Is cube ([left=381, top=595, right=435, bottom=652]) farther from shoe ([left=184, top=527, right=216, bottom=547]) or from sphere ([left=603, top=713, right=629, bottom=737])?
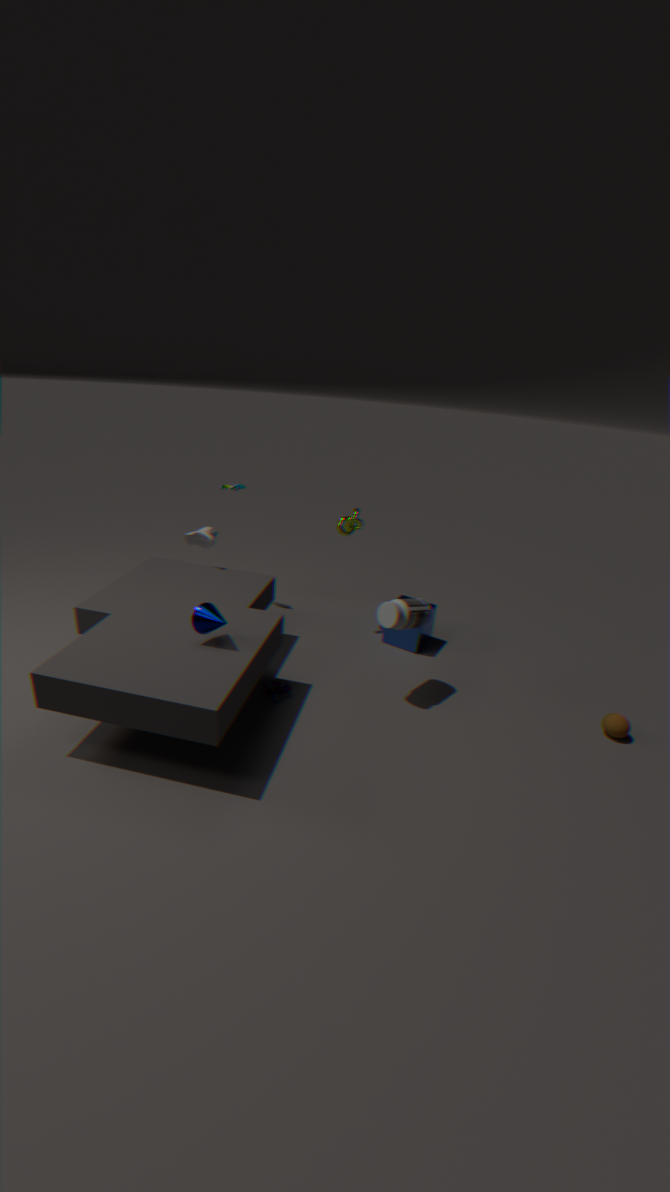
shoe ([left=184, top=527, right=216, bottom=547])
